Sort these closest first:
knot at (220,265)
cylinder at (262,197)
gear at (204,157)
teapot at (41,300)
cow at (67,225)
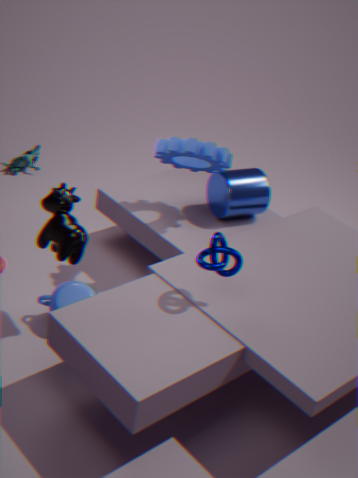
knot at (220,265), cow at (67,225), teapot at (41,300), gear at (204,157), cylinder at (262,197)
